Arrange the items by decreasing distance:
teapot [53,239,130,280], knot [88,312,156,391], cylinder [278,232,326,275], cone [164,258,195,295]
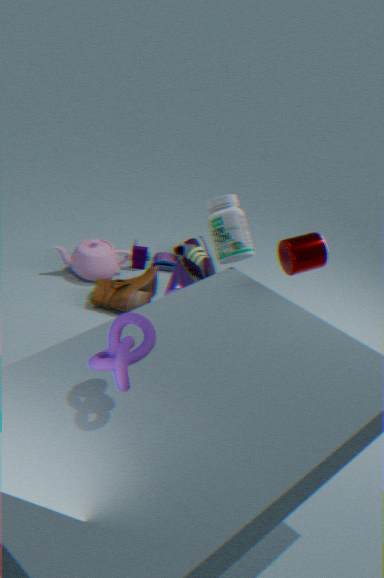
teapot [53,239,130,280], cone [164,258,195,295], cylinder [278,232,326,275], knot [88,312,156,391]
